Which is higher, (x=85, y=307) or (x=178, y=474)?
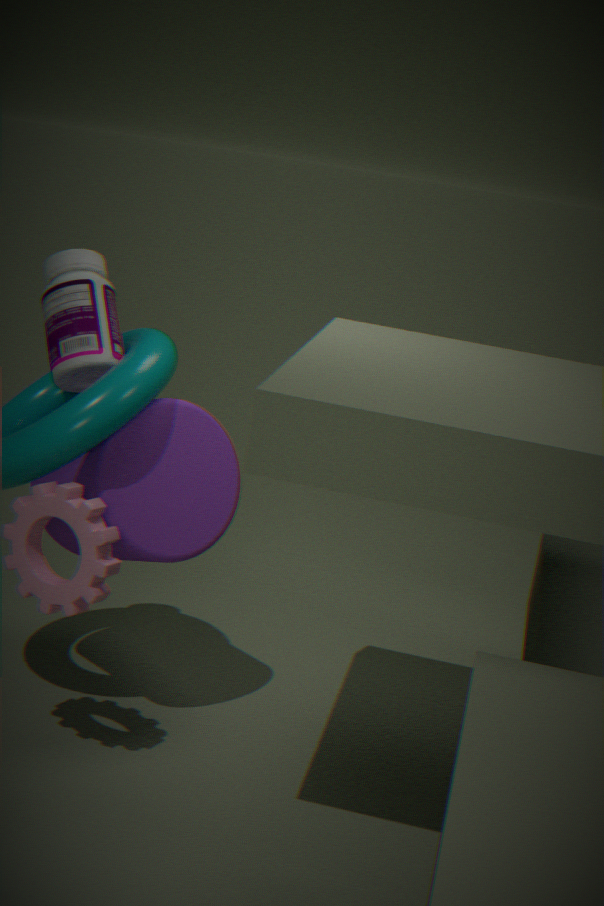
(x=85, y=307)
